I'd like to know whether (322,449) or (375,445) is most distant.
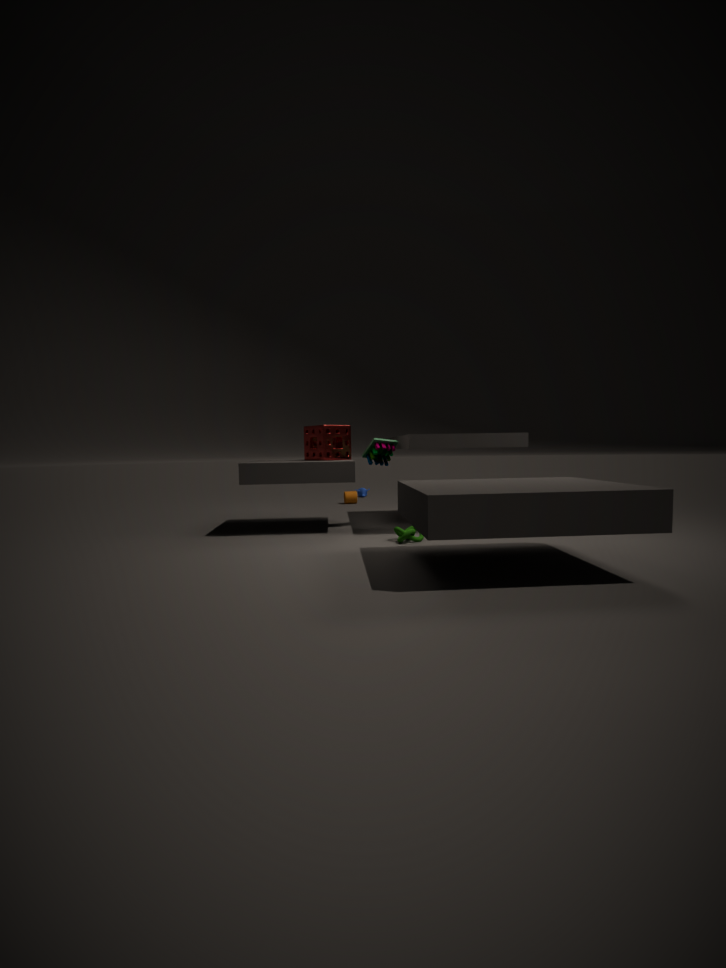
(322,449)
